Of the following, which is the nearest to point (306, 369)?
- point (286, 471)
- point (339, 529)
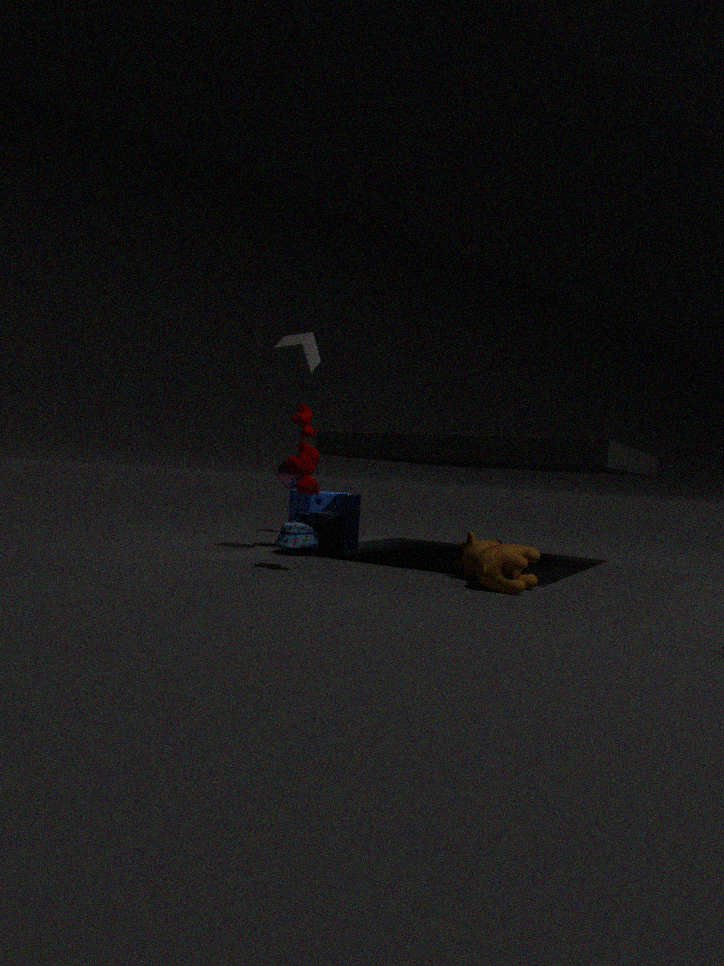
point (286, 471)
